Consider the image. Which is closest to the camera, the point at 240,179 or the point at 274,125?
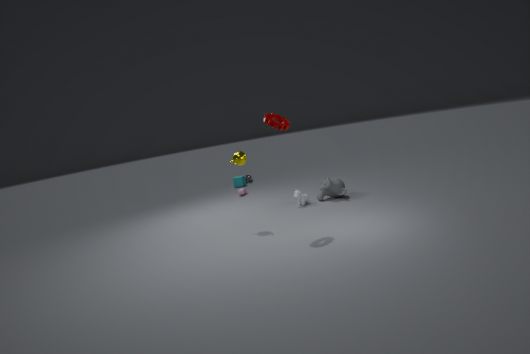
the point at 274,125
